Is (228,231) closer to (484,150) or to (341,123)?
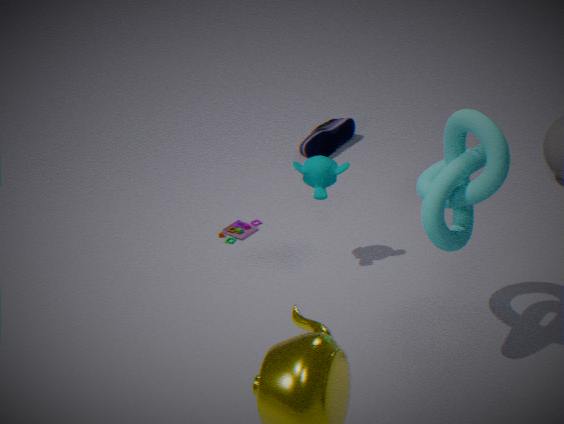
(341,123)
